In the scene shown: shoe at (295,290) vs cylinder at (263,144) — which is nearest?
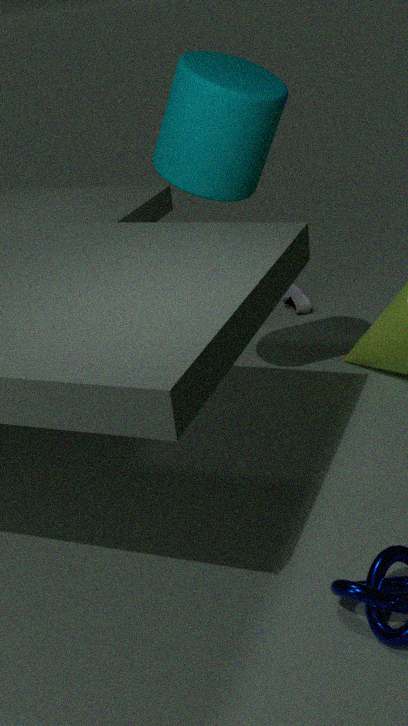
cylinder at (263,144)
